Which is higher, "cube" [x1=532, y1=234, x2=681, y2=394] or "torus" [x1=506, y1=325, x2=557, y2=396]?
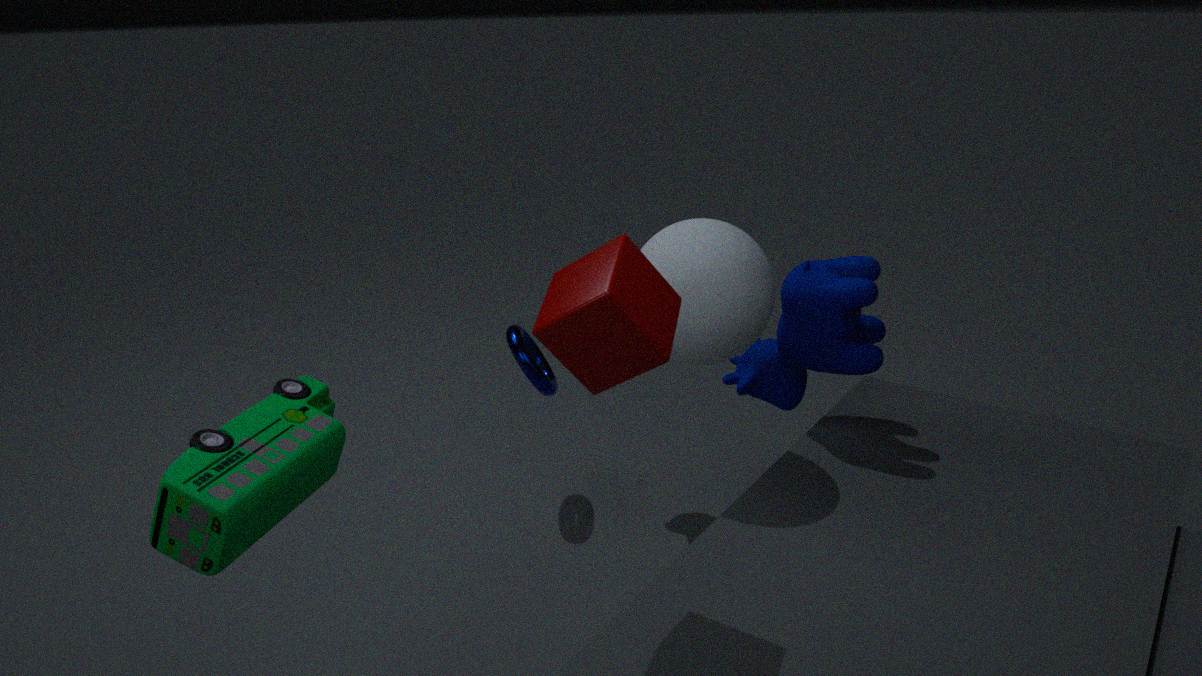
"cube" [x1=532, y1=234, x2=681, y2=394]
